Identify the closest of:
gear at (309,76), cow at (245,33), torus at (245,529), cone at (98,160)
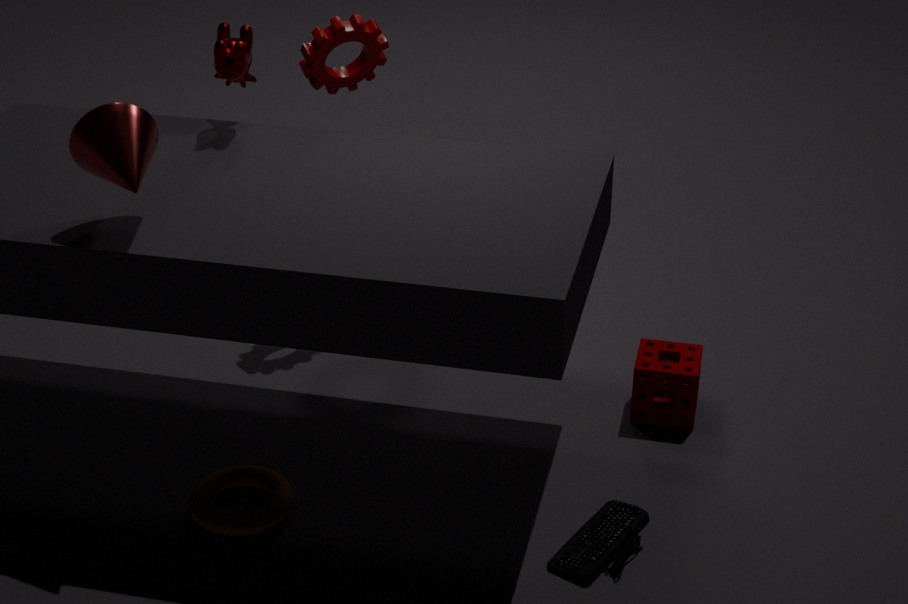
cone at (98,160)
